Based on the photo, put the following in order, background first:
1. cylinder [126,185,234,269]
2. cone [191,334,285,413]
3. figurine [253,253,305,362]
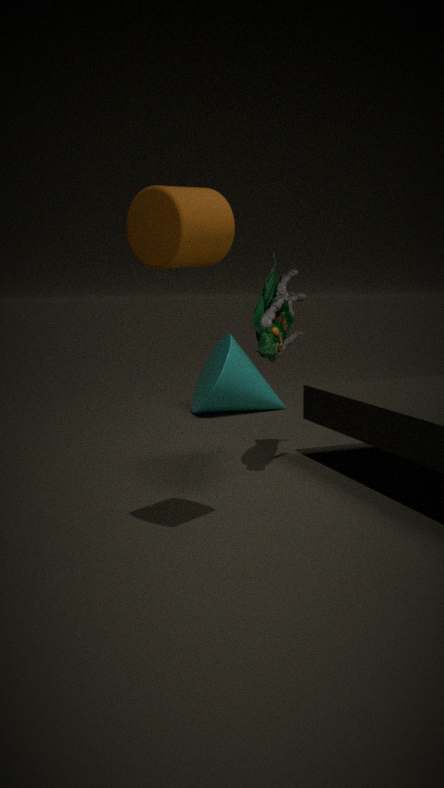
cone [191,334,285,413], figurine [253,253,305,362], cylinder [126,185,234,269]
